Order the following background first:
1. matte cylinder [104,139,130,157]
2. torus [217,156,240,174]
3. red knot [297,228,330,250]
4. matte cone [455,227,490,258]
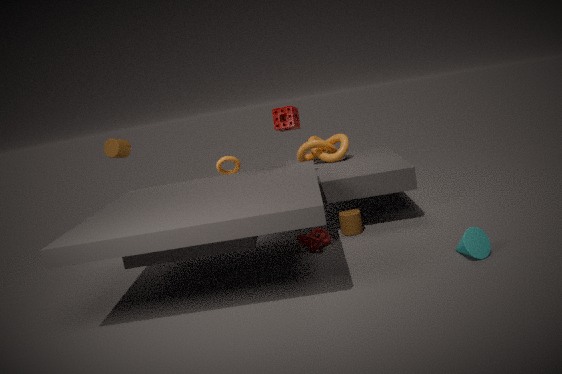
1. torus [217,156,240,174]
2. matte cylinder [104,139,130,157]
3. red knot [297,228,330,250]
4. matte cone [455,227,490,258]
